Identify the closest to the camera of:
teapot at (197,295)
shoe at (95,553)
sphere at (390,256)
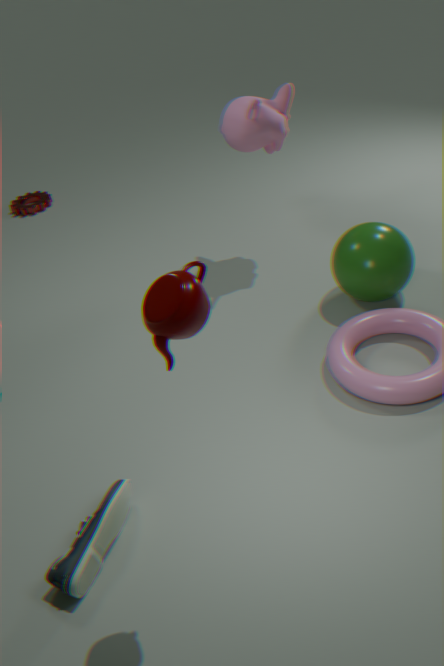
teapot at (197,295)
